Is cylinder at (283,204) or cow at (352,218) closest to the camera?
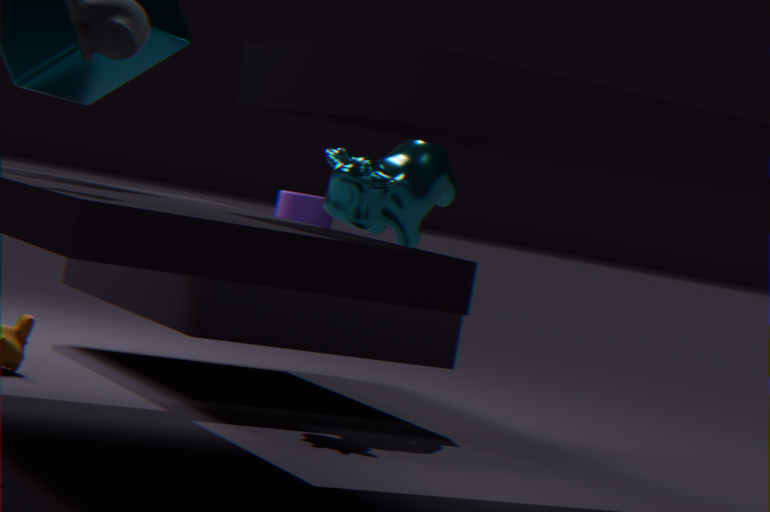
cow at (352,218)
